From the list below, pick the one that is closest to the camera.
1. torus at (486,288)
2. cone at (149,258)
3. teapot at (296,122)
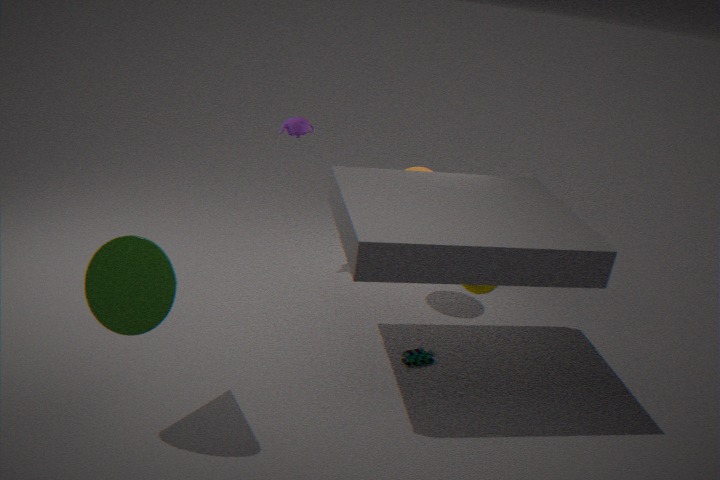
cone at (149,258)
